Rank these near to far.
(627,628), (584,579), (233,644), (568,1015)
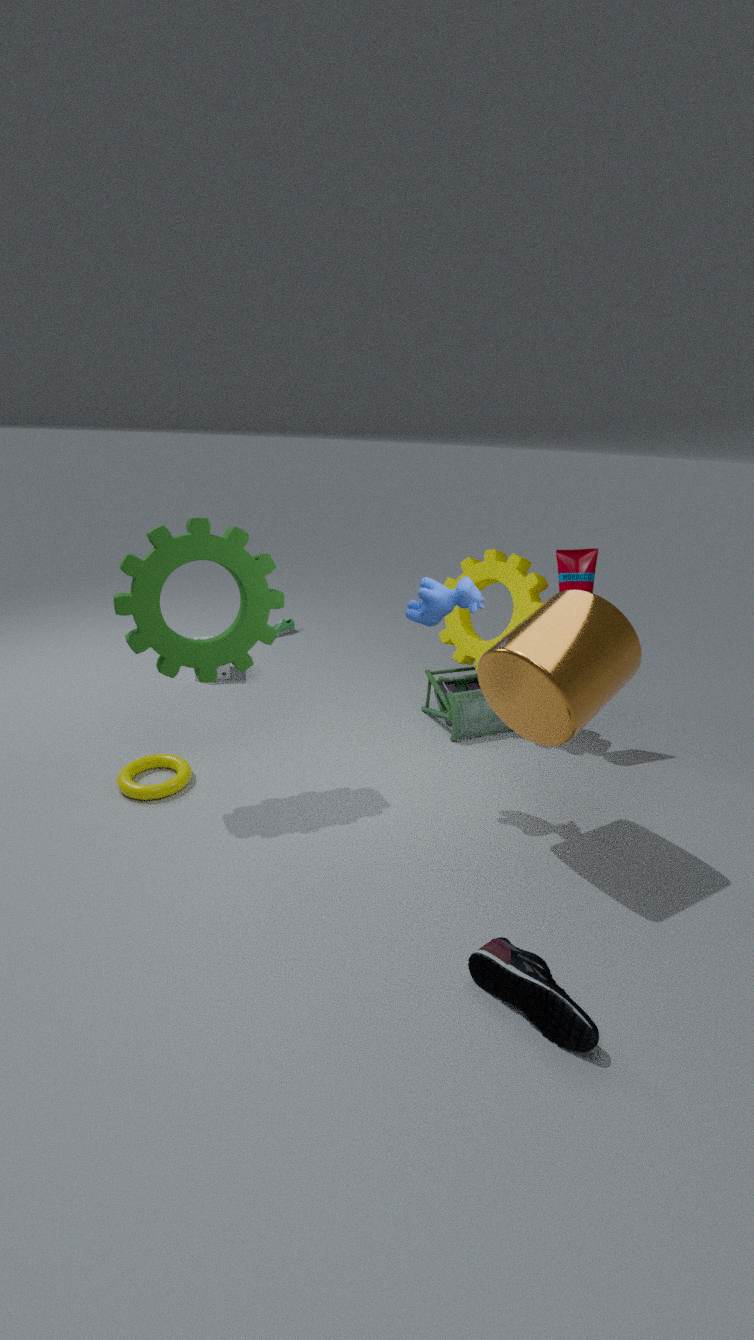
(568,1015) < (627,628) < (233,644) < (584,579)
